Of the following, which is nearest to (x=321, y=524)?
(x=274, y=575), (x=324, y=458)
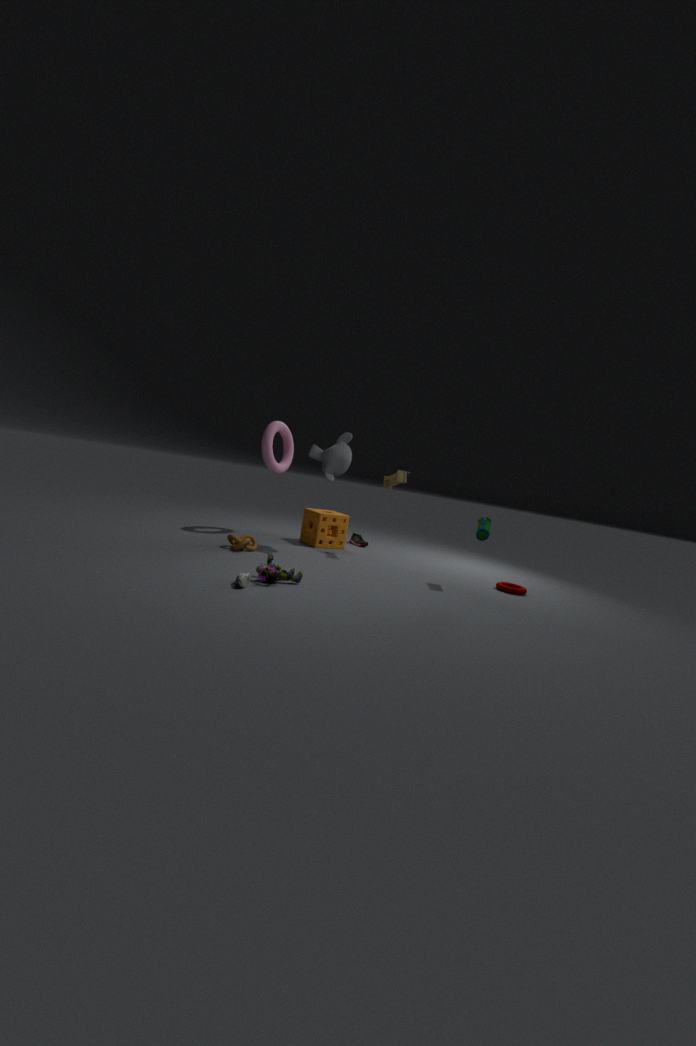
(x=324, y=458)
